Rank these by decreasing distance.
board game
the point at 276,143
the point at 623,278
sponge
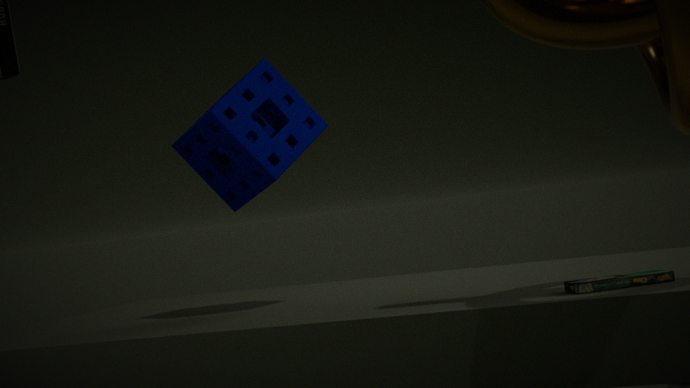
the point at 276,143 → the point at 623,278 → sponge → board game
